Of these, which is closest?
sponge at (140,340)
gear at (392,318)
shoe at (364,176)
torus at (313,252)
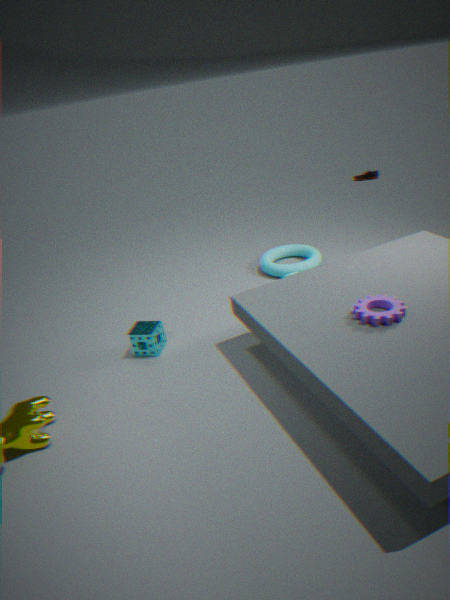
gear at (392,318)
